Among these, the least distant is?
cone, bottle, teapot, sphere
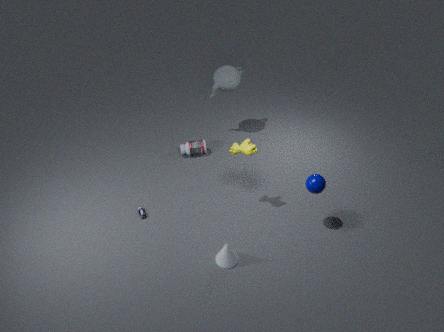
sphere
